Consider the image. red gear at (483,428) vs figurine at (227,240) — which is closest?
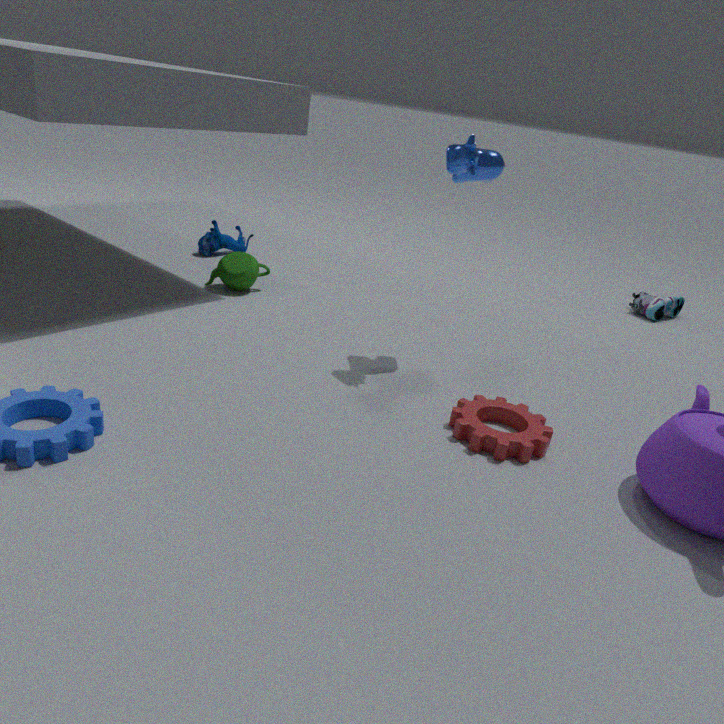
red gear at (483,428)
